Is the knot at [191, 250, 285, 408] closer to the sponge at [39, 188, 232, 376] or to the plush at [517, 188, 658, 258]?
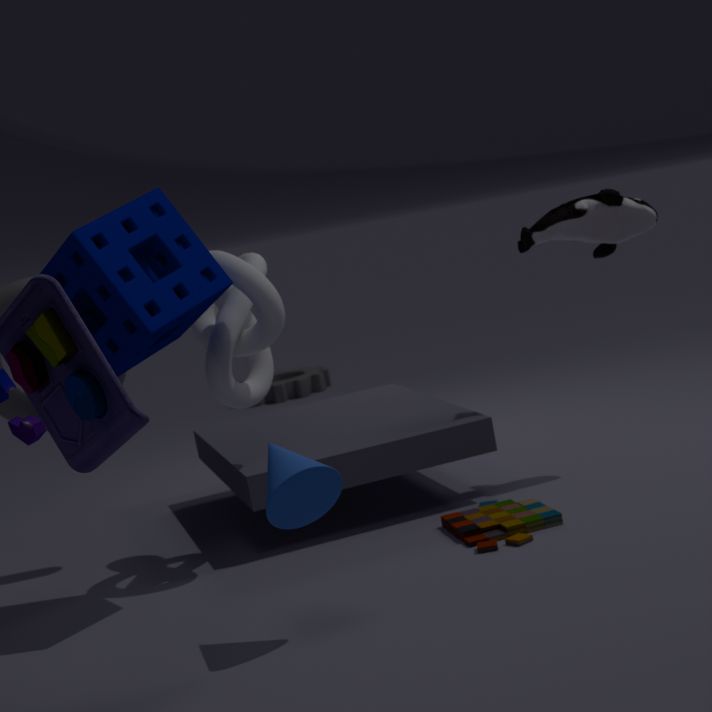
the sponge at [39, 188, 232, 376]
